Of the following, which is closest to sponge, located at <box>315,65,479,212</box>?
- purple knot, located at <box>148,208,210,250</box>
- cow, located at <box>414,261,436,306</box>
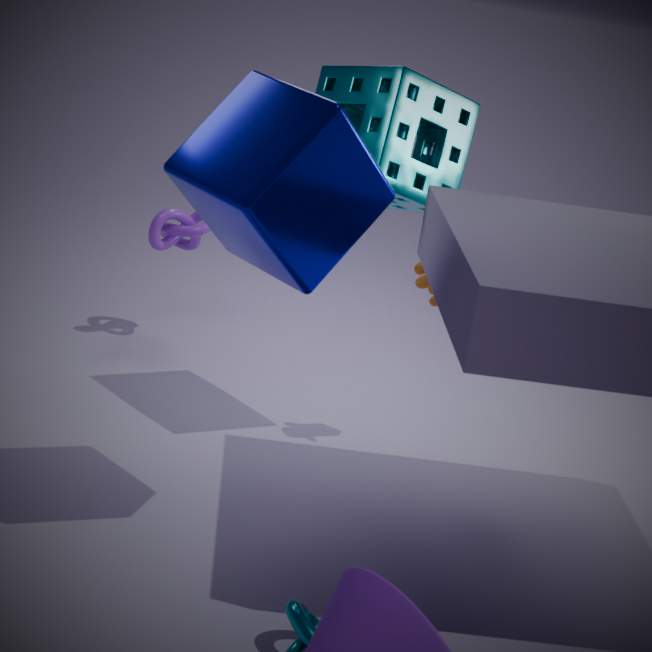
cow, located at <box>414,261,436,306</box>
